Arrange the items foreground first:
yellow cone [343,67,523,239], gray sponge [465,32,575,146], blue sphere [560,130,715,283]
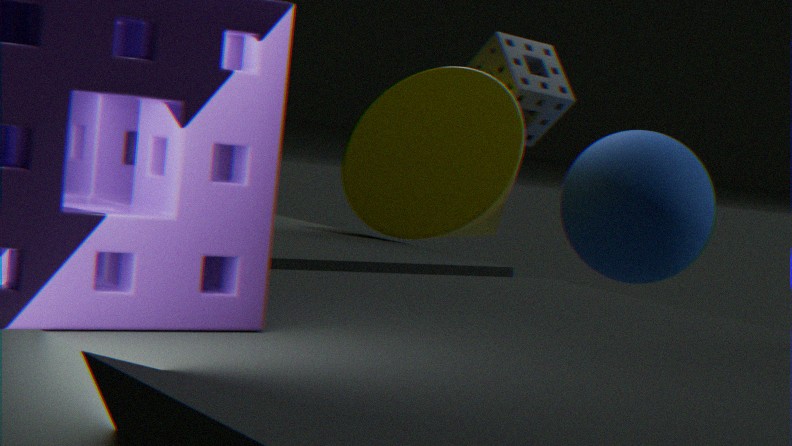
yellow cone [343,67,523,239] < blue sphere [560,130,715,283] < gray sponge [465,32,575,146]
